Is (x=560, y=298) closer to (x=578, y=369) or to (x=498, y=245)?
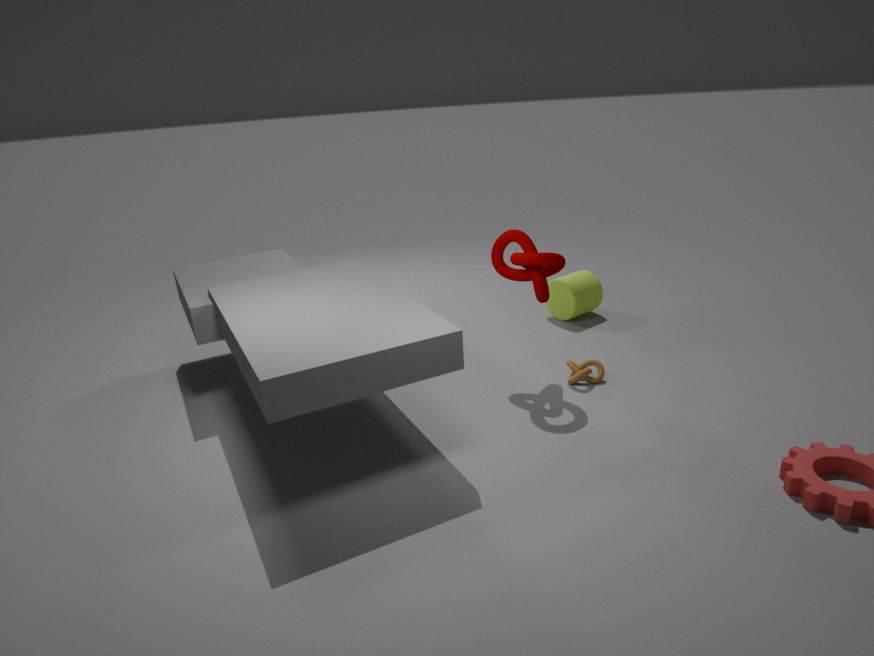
(x=578, y=369)
